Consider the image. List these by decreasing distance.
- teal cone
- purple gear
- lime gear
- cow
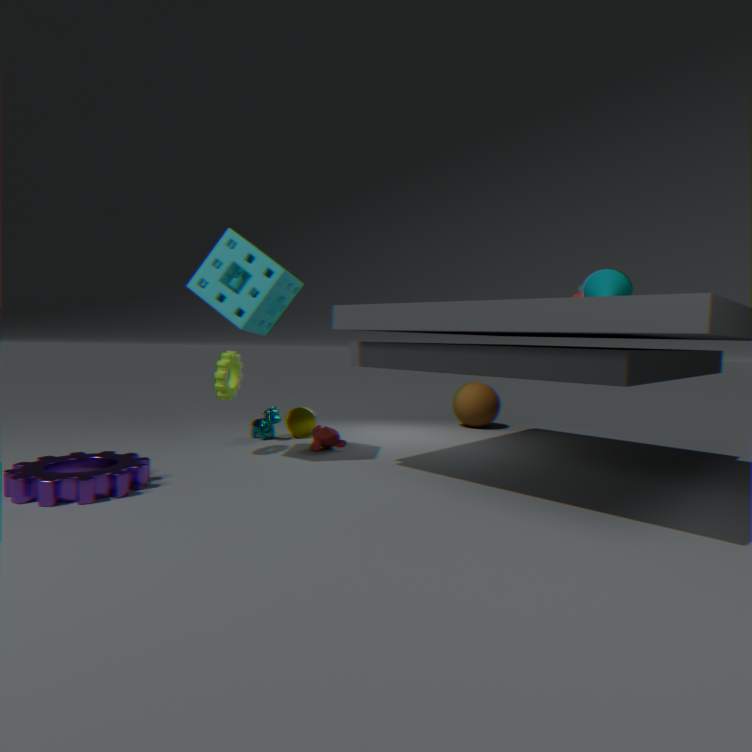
cow < lime gear < teal cone < purple gear
